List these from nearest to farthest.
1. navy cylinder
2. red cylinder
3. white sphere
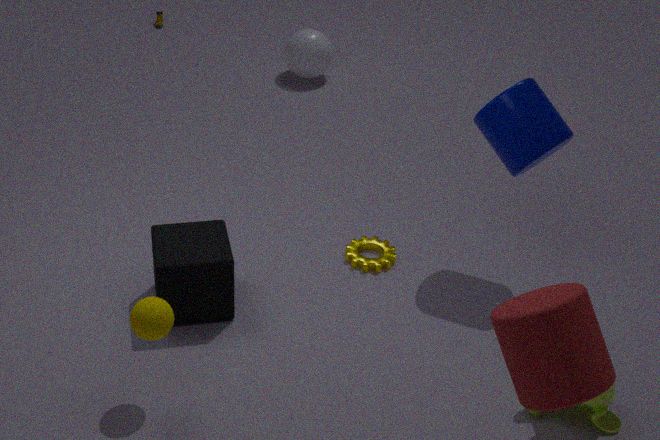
red cylinder
navy cylinder
white sphere
